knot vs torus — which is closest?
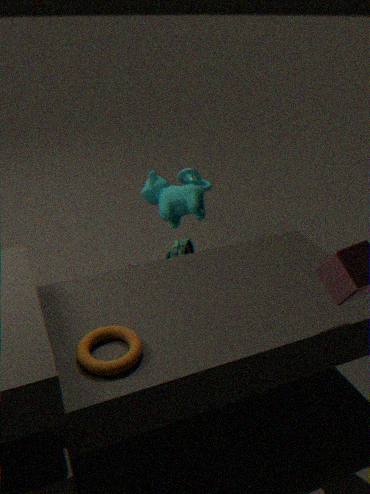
torus
